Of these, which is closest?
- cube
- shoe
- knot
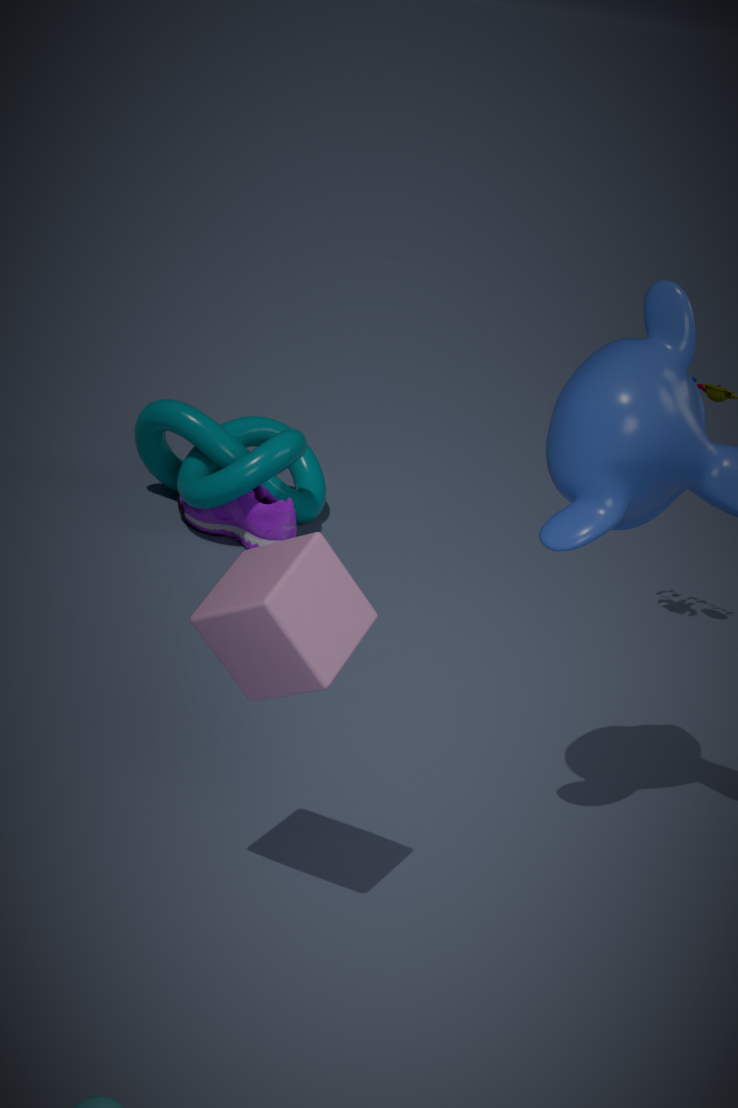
cube
